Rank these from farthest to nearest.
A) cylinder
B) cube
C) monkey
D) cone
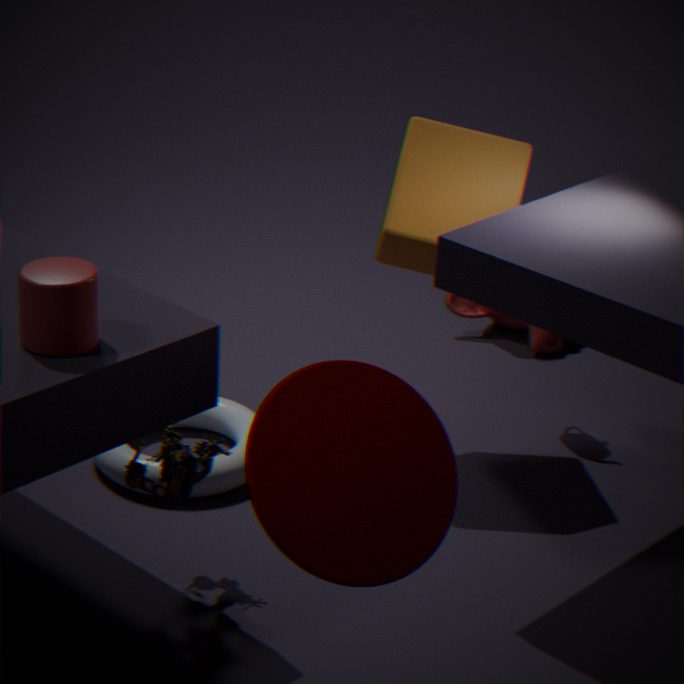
1. C. monkey
2. B. cube
3. A. cylinder
4. D. cone
